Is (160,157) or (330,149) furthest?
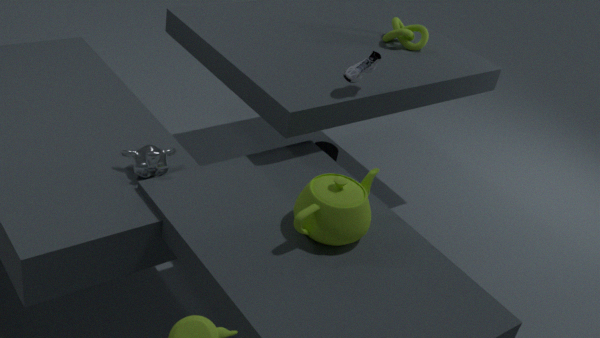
(330,149)
